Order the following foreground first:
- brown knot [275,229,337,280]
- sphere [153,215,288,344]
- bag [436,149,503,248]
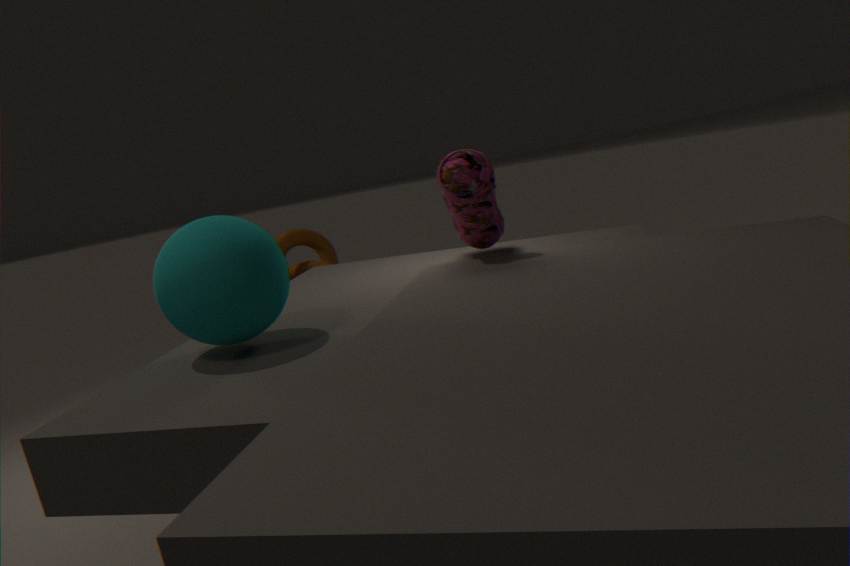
sphere [153,215,288,344] < bag [436,149,503,248] < brown knot [275,229,337,280]
